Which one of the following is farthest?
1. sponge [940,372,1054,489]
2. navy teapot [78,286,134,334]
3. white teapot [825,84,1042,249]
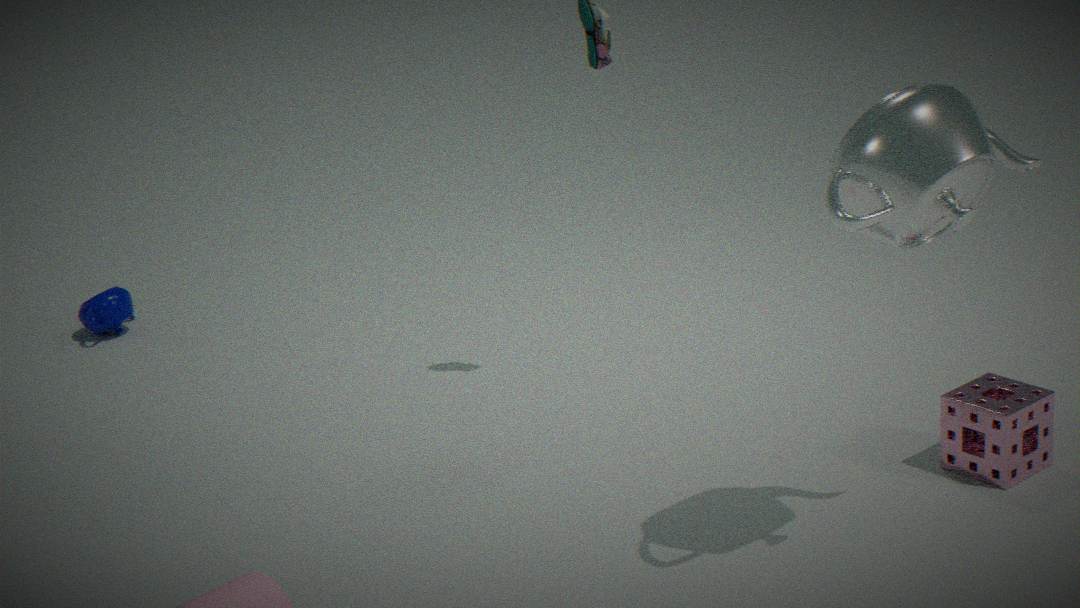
navy teapot [78,286,134,334]
